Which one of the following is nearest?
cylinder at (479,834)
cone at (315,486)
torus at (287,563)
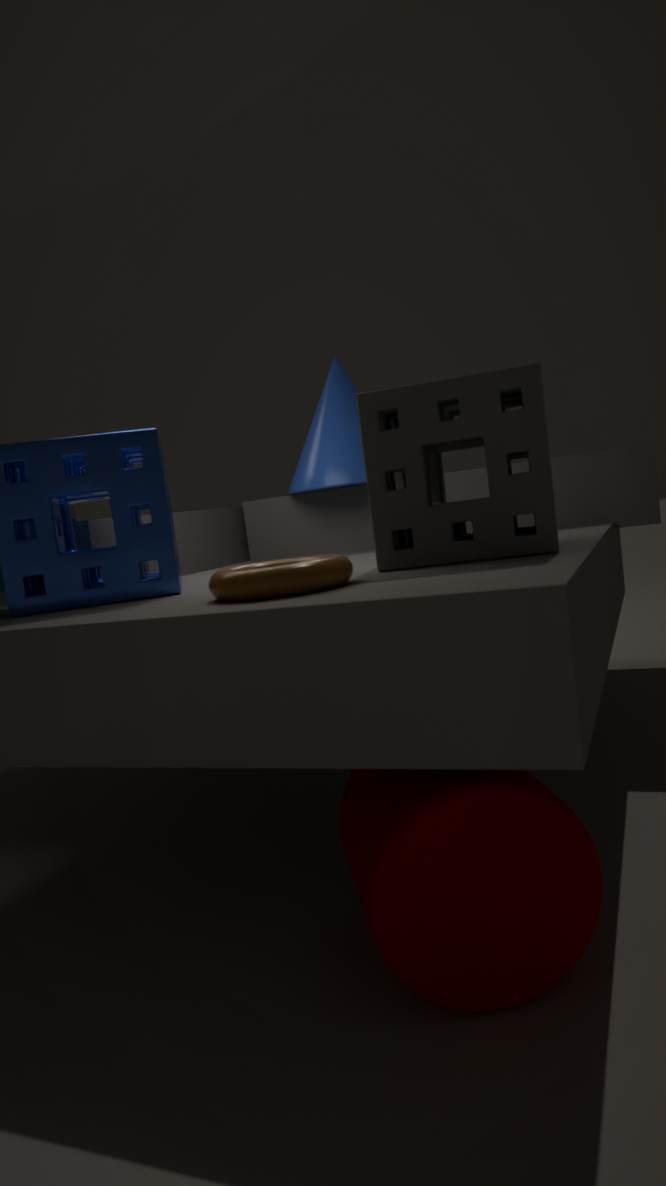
cylinder at (479,834)
